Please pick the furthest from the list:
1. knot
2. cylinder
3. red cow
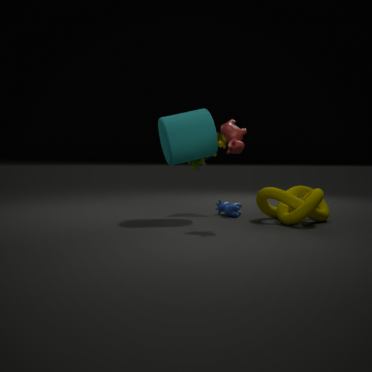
cylinder
